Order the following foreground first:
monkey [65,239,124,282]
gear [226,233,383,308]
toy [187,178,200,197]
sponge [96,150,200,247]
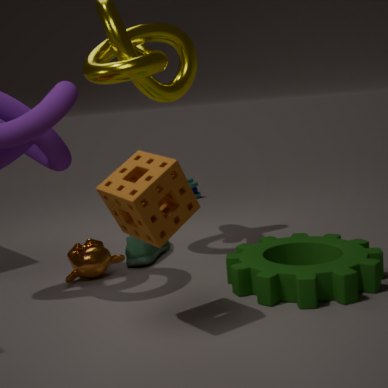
sponge [96,150,200,247] < gear [226,233,383,308] < monkey [65,239,124,282] < toy [187,178,200,197]
